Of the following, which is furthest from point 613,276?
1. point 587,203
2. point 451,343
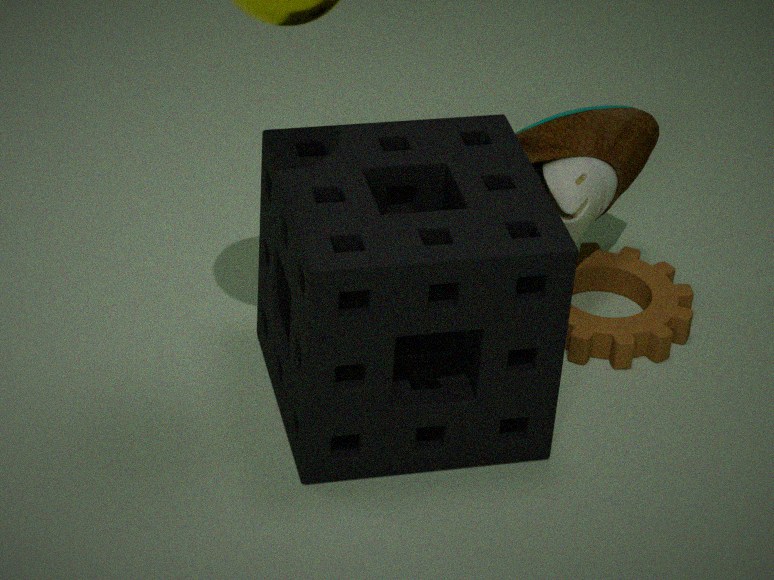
point 451,343
